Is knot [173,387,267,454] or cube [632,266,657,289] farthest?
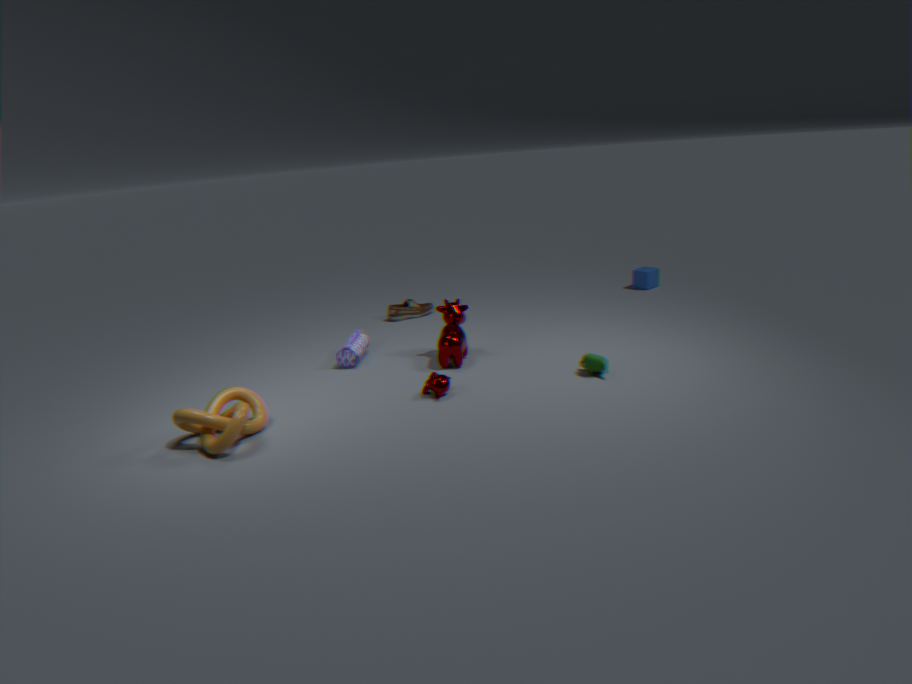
cube [632,266,657,289]
